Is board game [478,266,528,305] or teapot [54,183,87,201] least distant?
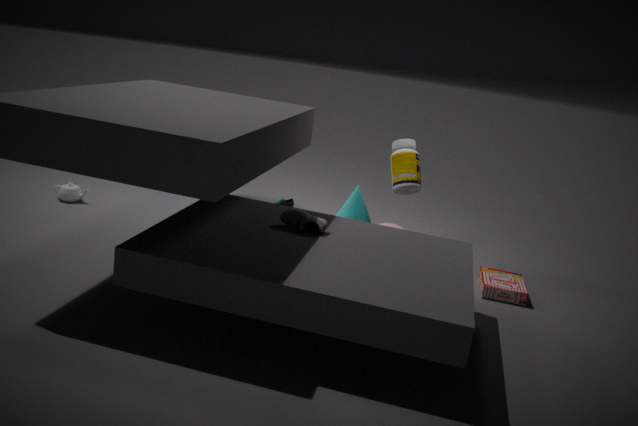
board game [478,266,528,305]
